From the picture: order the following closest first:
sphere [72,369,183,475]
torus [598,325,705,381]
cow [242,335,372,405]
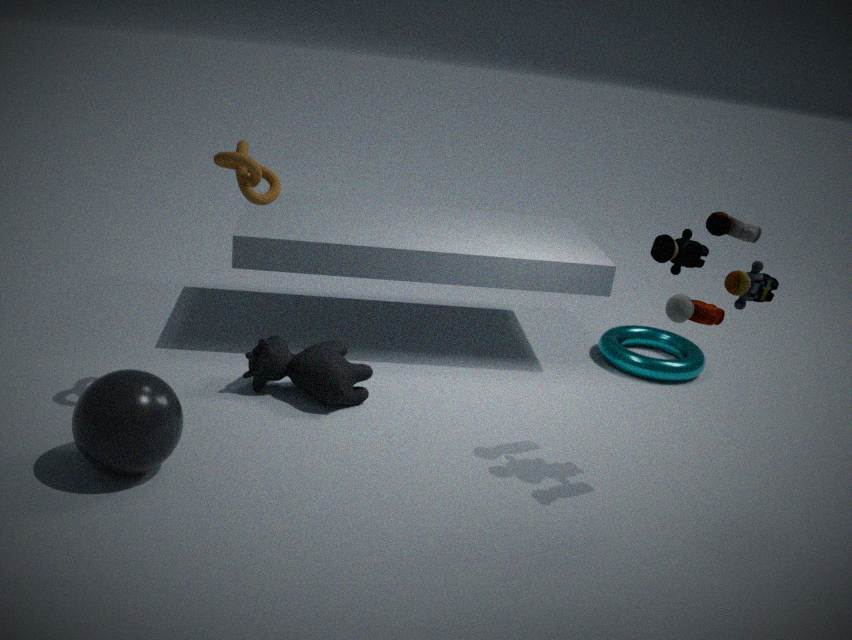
1. sphere [72,369,183,475]
2. cow [242,335,372,405]
3. torus [598,325,705,381]
